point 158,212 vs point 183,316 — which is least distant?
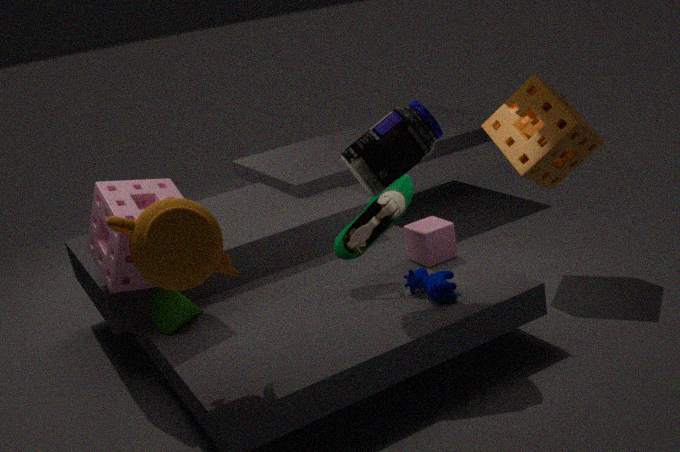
point 158,212
